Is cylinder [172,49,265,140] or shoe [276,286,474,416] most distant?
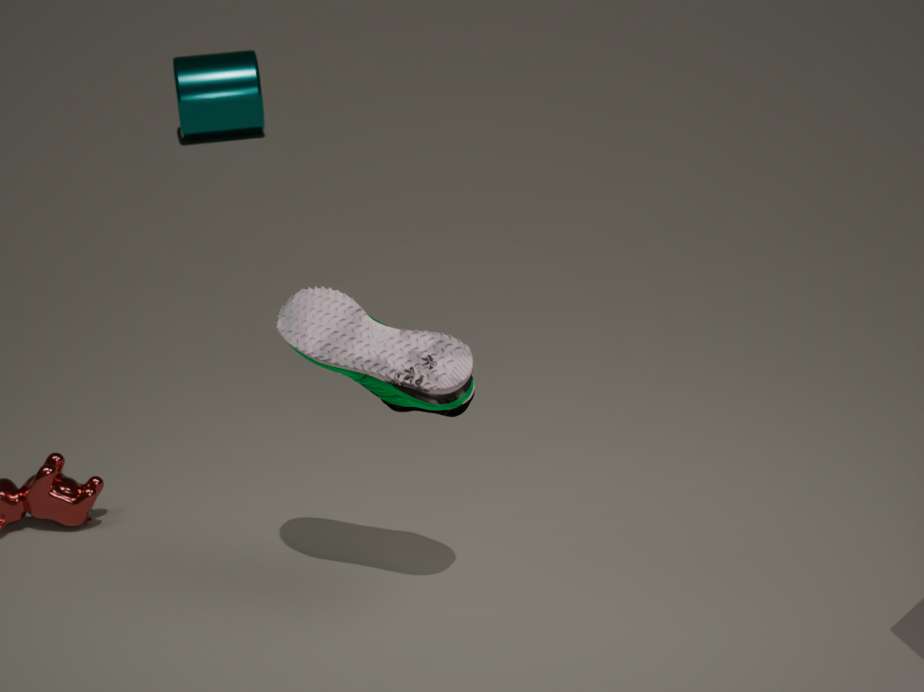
cylinder [172,49,265,140]
